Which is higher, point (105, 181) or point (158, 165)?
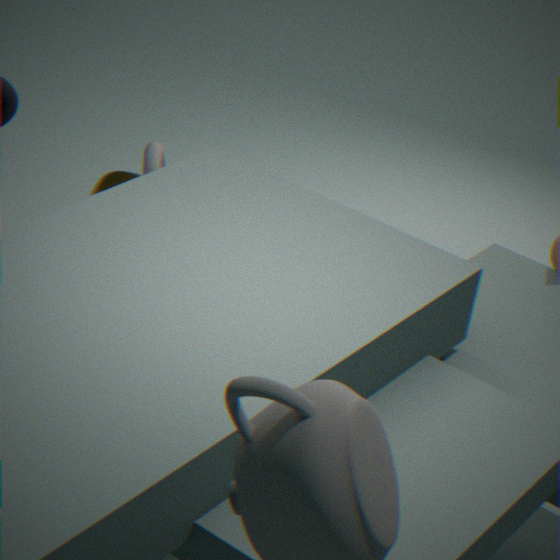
point (158, 165)
